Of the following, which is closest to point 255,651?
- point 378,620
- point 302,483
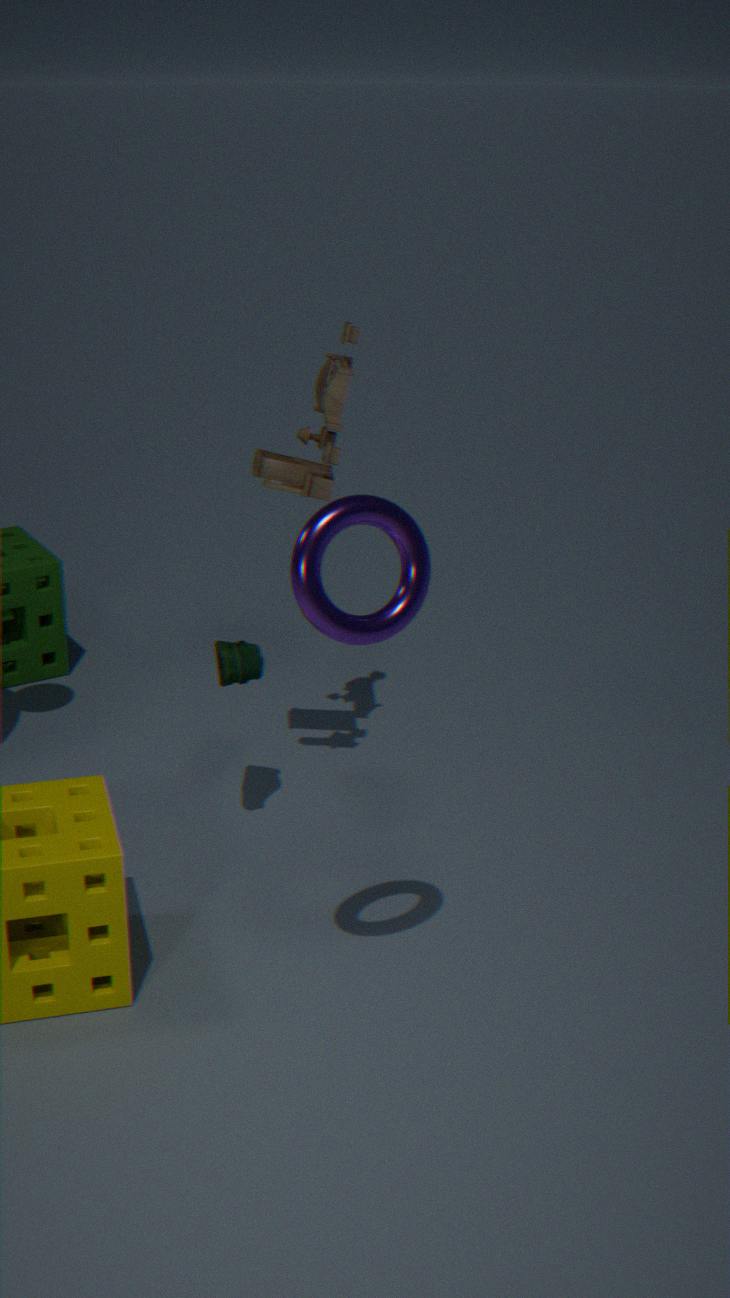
point 302,483
